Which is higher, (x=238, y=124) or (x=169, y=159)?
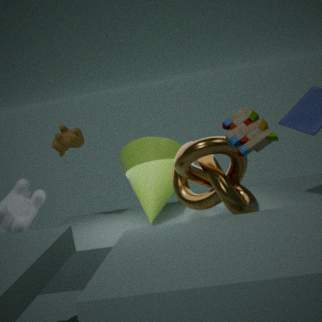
(x=238, y=124)
